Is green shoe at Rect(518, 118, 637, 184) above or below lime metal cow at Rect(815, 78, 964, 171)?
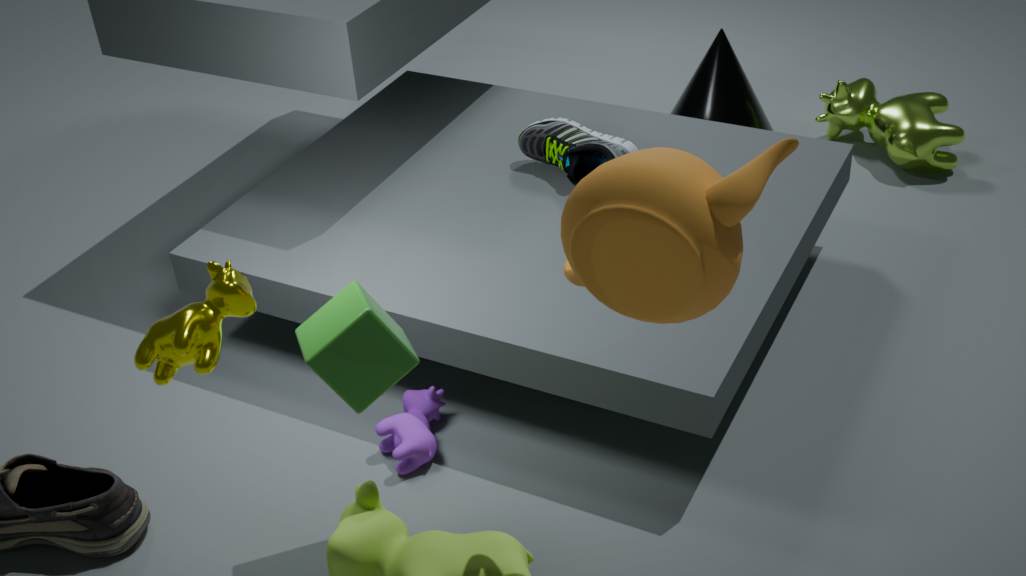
above
